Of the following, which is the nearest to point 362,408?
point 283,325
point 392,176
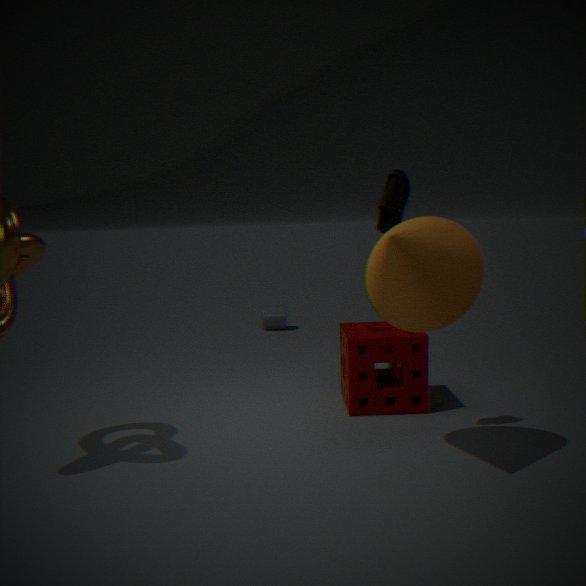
point 392,176
